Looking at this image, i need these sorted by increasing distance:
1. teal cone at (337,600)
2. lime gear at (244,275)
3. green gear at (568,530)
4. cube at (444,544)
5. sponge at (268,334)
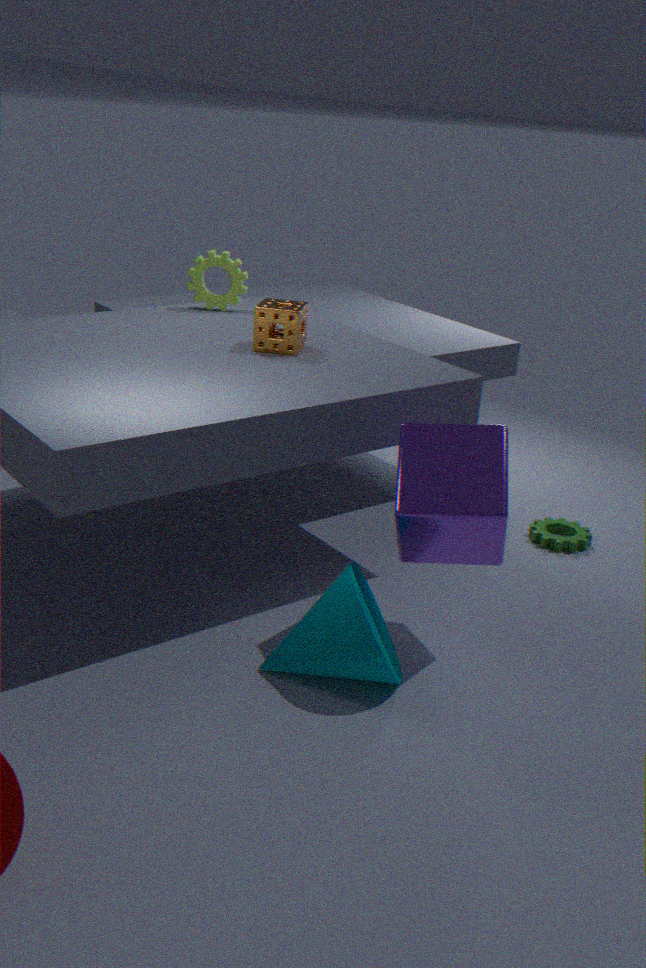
teal cone at (337,600), cube at (444,544), sponge at (268,334), green gear at (568,530), lime gear at (244,275)
